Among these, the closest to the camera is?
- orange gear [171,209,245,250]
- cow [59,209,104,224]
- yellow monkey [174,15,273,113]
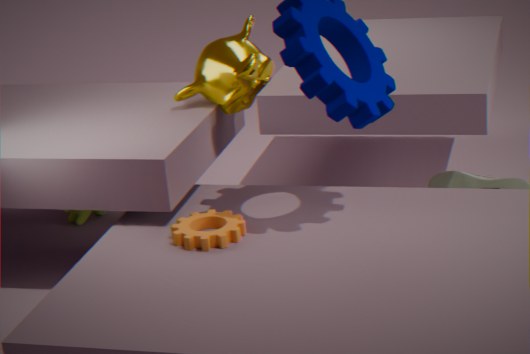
orange gear [171,209,245,250]
